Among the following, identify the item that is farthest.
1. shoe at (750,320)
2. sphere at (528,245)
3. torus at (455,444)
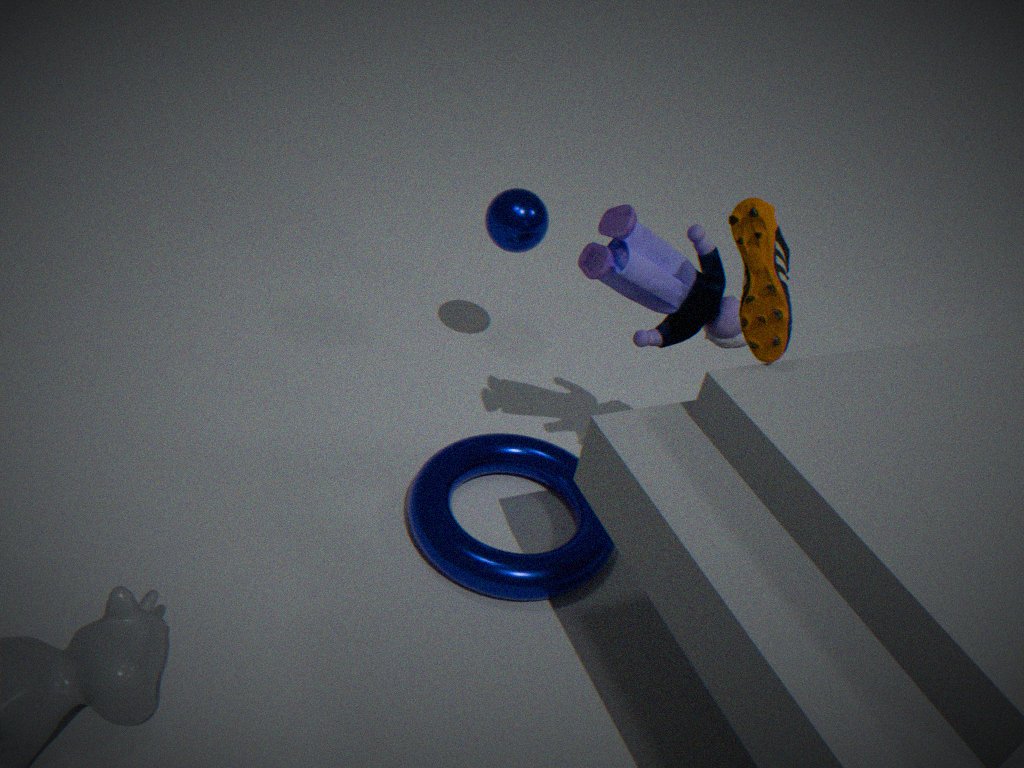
sphere at (528,245)
